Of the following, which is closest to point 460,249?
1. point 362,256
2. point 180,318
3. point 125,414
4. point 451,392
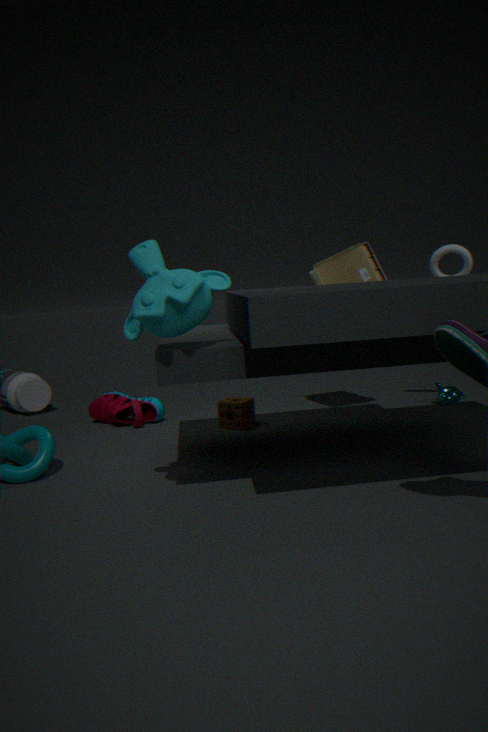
point 362,256
